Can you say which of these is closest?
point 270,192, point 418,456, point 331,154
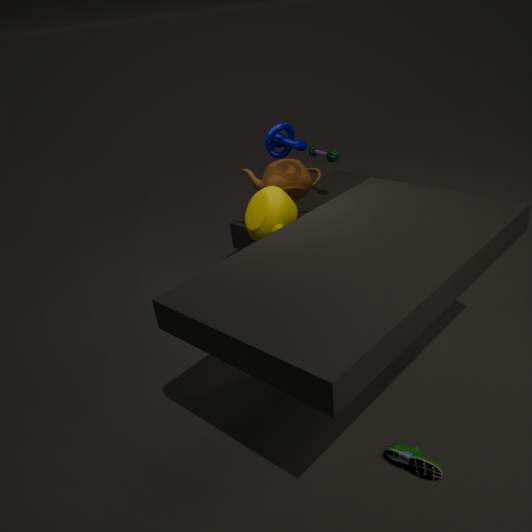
point 418,456
